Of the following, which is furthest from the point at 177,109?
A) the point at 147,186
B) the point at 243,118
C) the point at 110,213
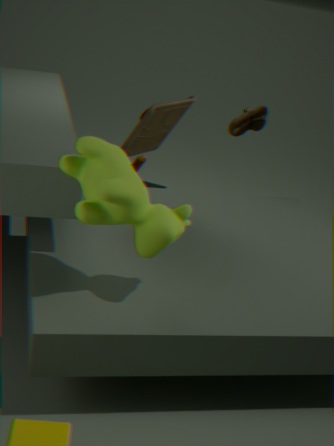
the point at 147,186
